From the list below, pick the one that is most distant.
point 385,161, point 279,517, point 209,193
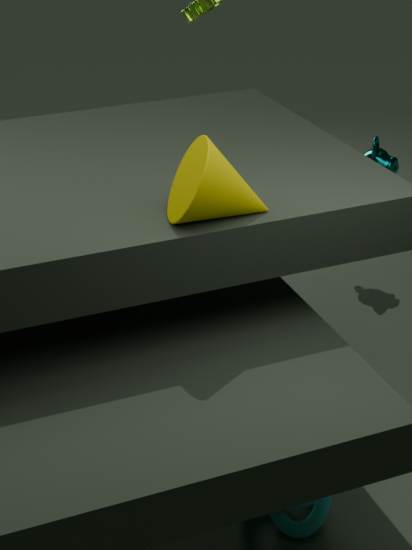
point 385,161
